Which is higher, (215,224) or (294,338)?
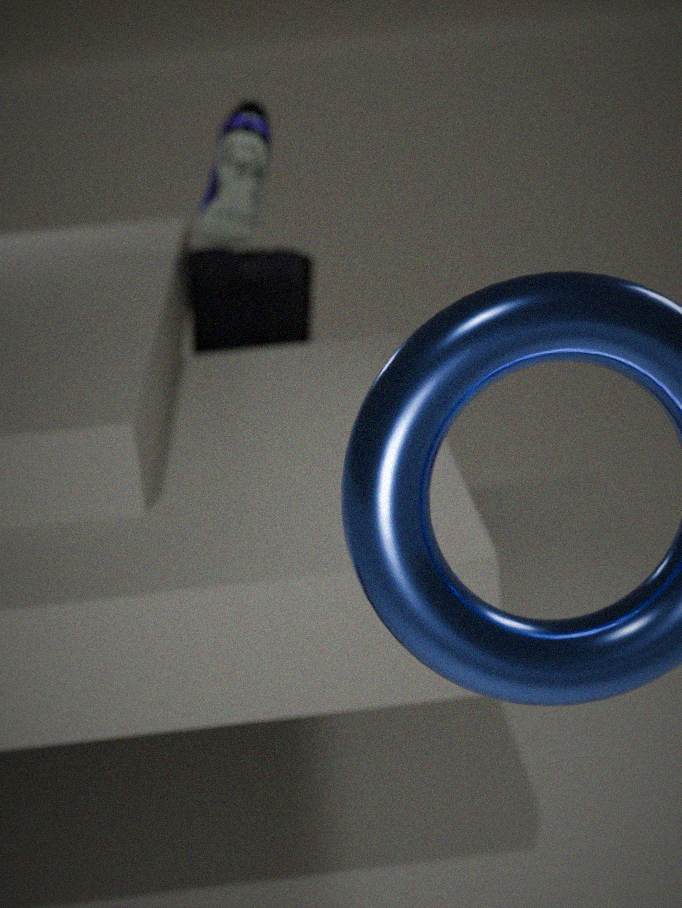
(215,224)
